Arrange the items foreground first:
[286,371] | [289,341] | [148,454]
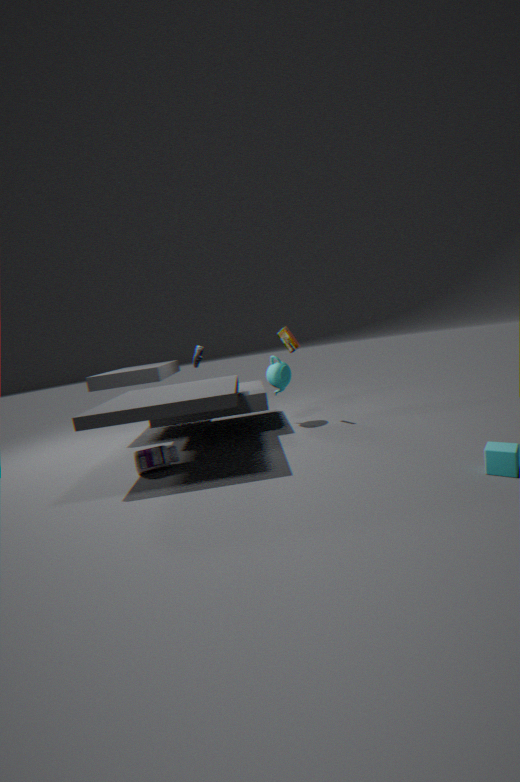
[148,454]
[289,341]
[286,371]
